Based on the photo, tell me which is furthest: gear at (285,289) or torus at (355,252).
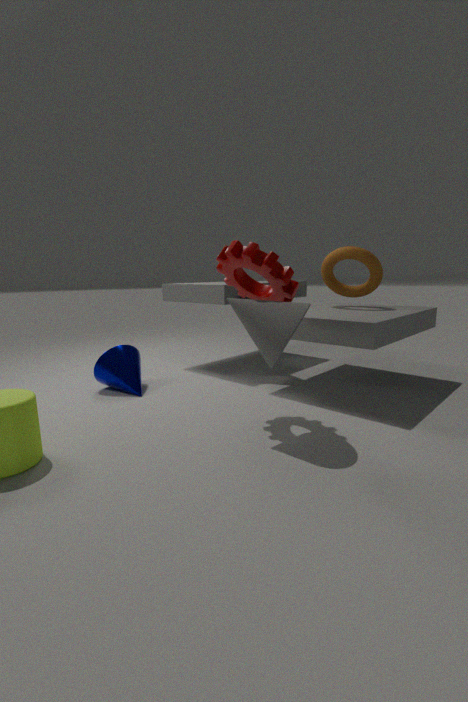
torus at (355,252)
